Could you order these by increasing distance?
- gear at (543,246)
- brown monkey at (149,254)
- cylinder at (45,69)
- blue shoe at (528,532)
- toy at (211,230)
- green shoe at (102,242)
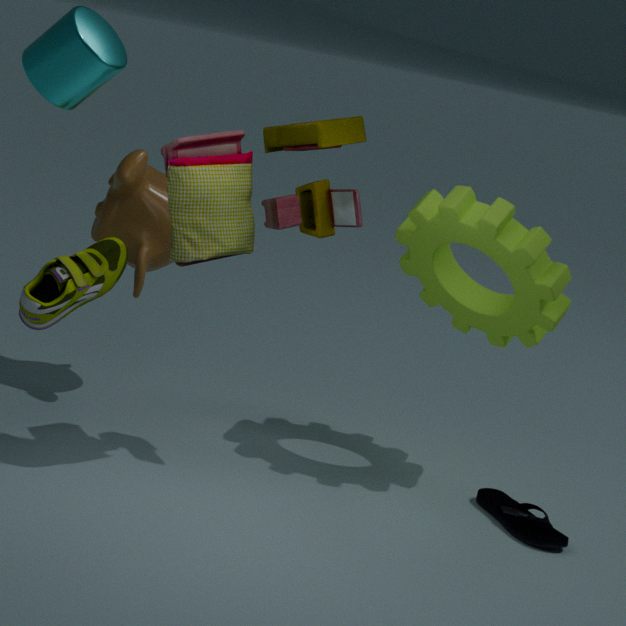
1. cylinder at (45,69)
2. toy at (211,230)
3. green shoe at (102,242)
4. blue shoe at (528,532)
5. gear at (543,246)
6. brown monkey at (149,254)
